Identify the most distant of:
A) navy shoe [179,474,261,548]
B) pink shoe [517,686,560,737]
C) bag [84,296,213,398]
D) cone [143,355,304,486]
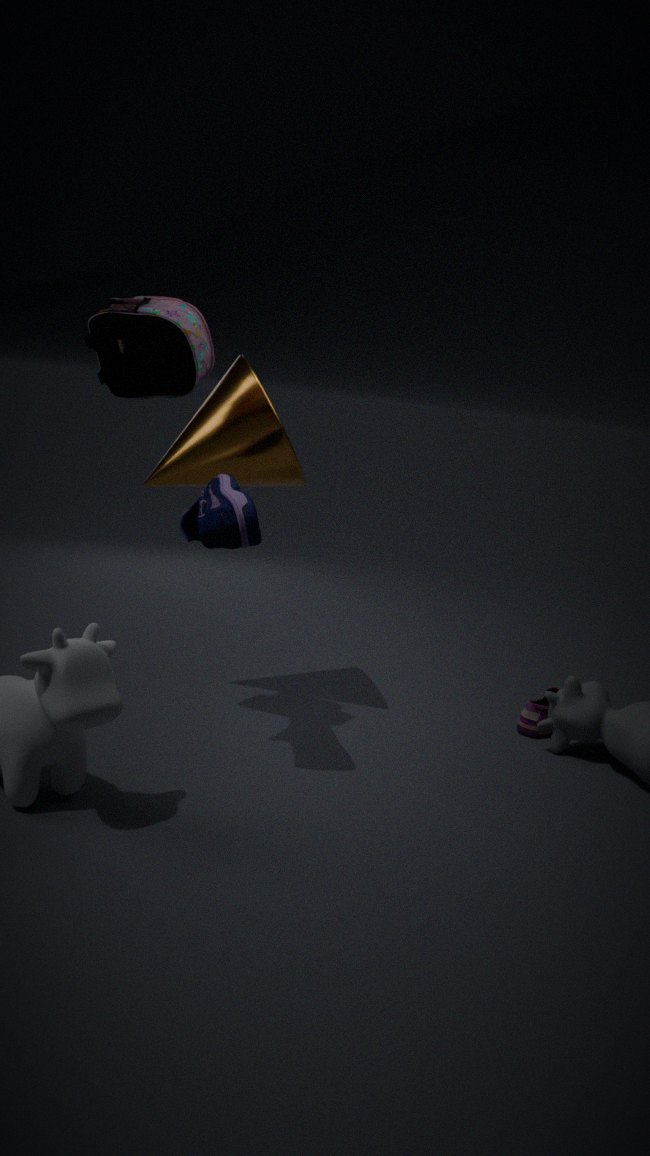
pink shoe [517,686,560,737]
